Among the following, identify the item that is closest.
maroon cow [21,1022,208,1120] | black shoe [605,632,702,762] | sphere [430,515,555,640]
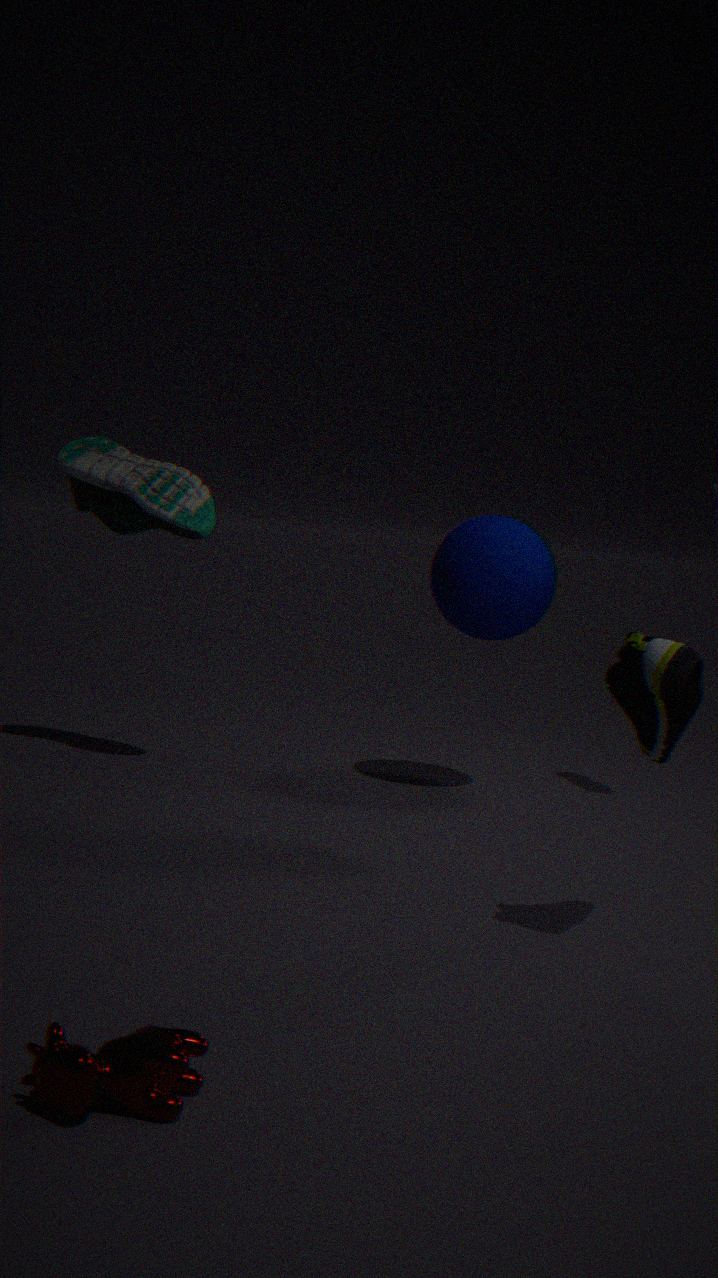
maroon cow [21,1022,208,1120]
